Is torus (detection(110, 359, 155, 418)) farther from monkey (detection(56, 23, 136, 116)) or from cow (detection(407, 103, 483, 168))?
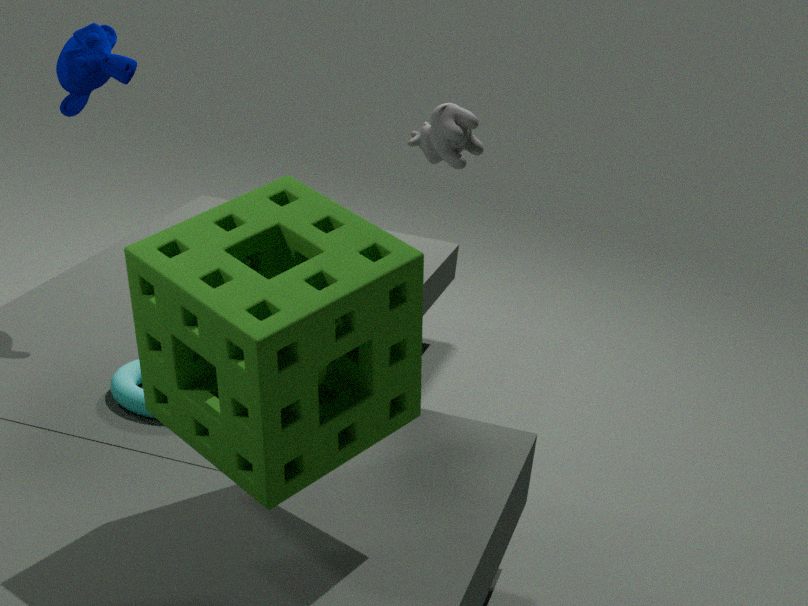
cow (detection(407, 103, 483, 168))
